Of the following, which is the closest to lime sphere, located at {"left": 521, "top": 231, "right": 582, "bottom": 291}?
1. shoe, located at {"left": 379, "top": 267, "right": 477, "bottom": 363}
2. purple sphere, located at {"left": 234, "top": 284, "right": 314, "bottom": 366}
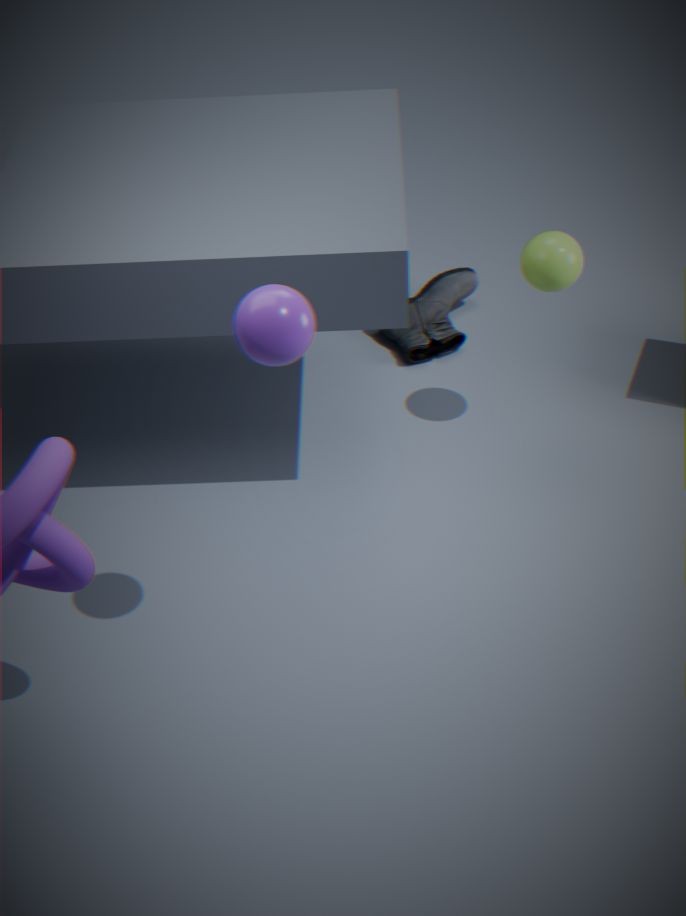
shoe, located at {"left": 379, "top": 267, "right": 477, "bottom": 363}
